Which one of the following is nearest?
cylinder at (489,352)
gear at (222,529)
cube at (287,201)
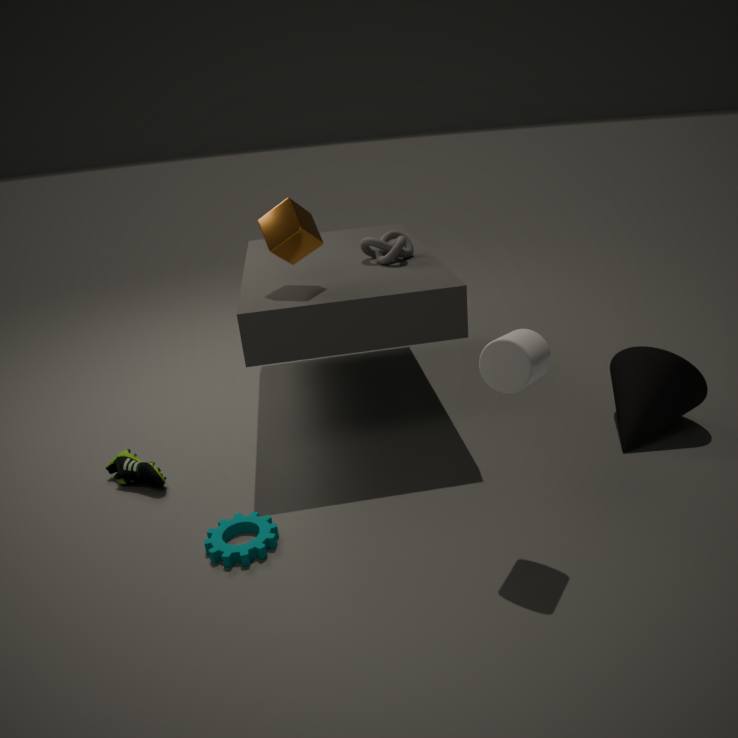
cylinder at (489,352)
